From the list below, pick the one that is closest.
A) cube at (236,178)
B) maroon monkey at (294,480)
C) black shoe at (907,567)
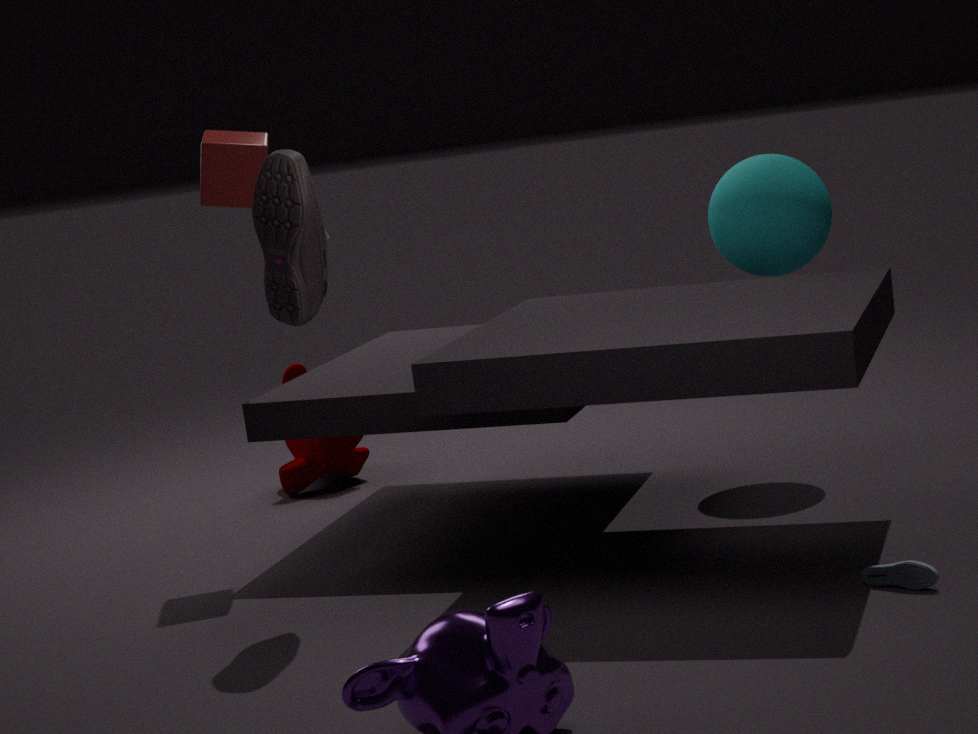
black shoe at (907,567)
